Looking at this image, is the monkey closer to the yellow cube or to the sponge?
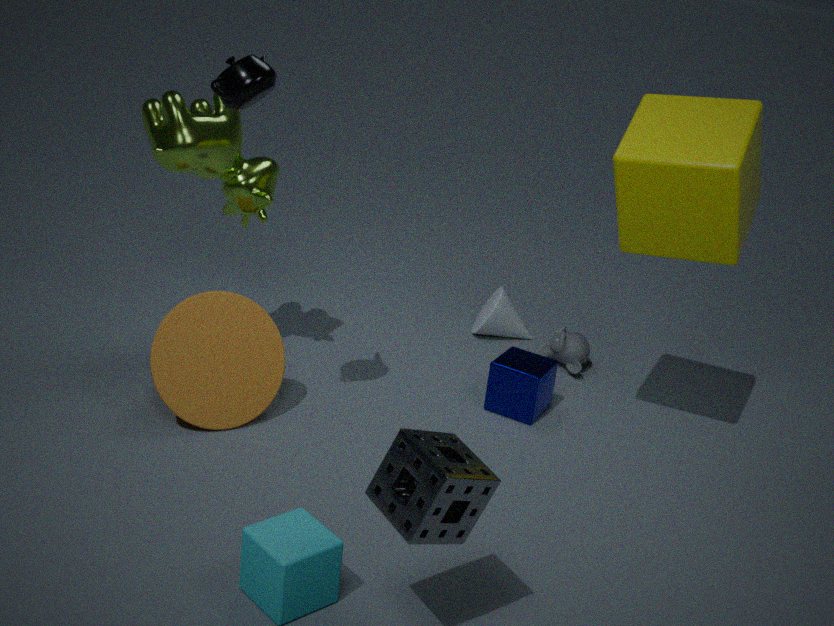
the yellow cube
